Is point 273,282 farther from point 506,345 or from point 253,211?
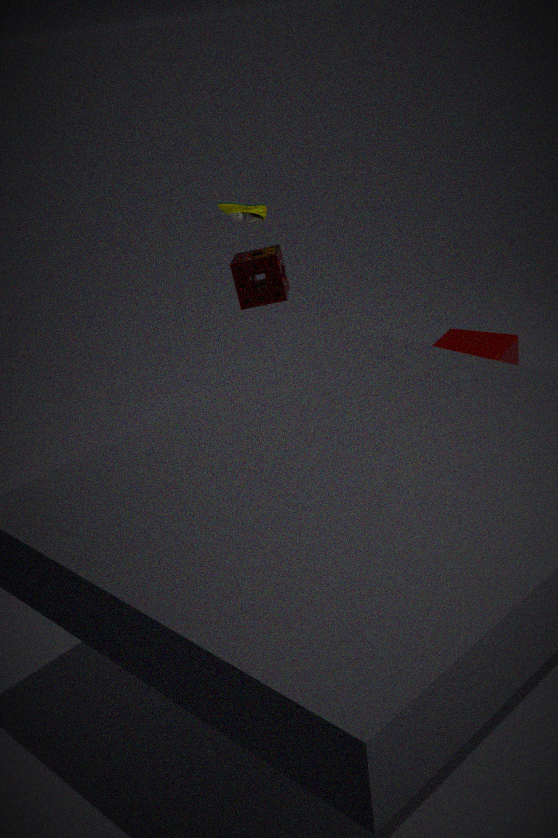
point 506,345
